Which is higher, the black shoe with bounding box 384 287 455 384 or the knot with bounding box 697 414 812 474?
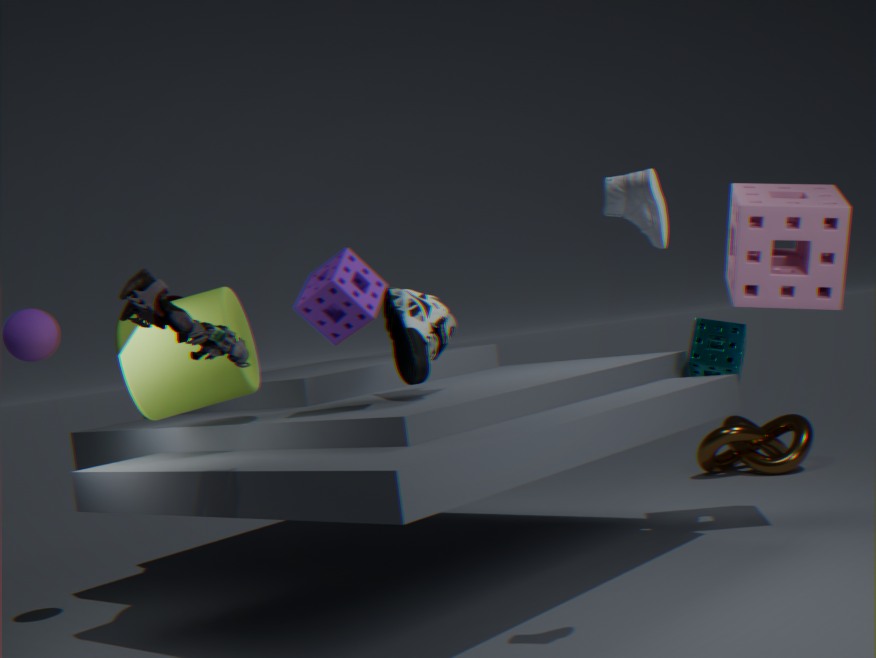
the black shoe with bounding box 384 287 455 384
